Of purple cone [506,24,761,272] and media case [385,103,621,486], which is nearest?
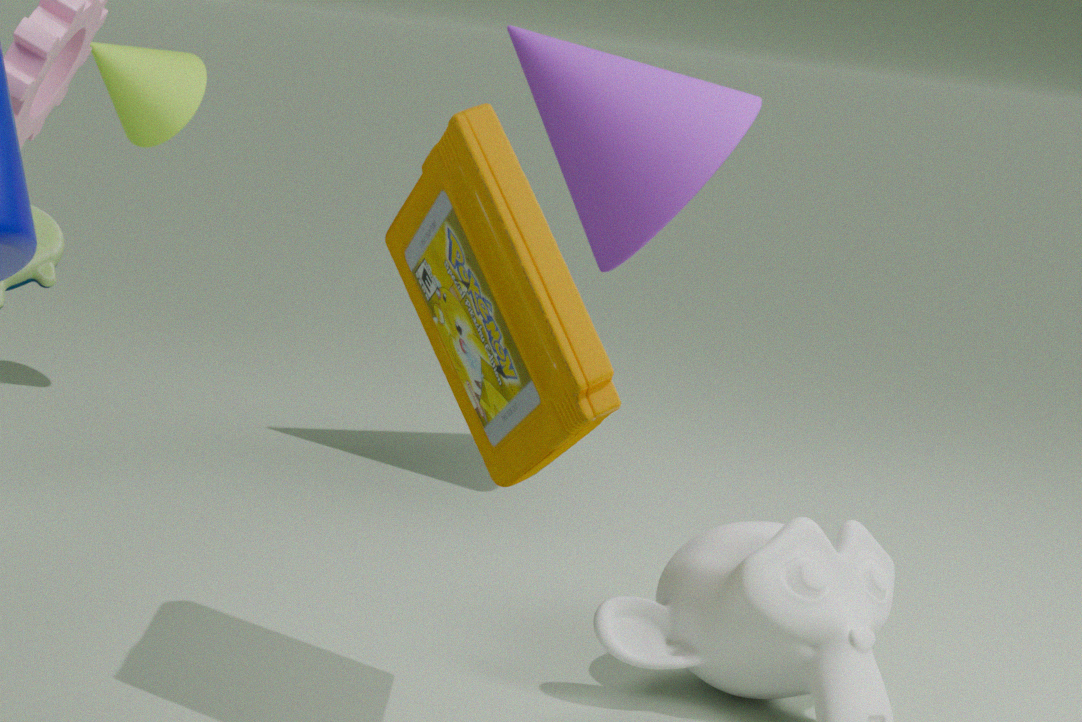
media case [385,103,621,486]
